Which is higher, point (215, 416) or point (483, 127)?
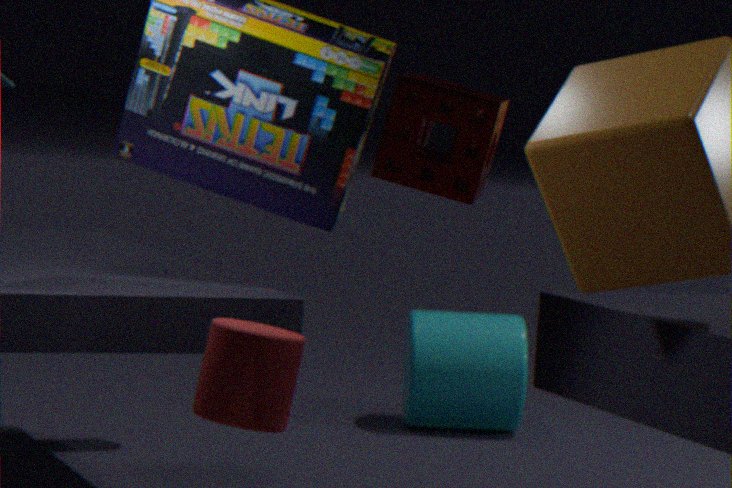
point (483, 127)
